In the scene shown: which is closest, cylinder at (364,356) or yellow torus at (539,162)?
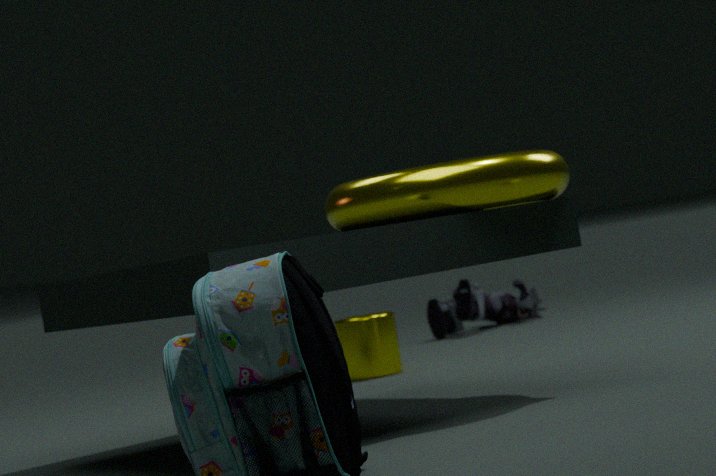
yellow torus at (539,162)
